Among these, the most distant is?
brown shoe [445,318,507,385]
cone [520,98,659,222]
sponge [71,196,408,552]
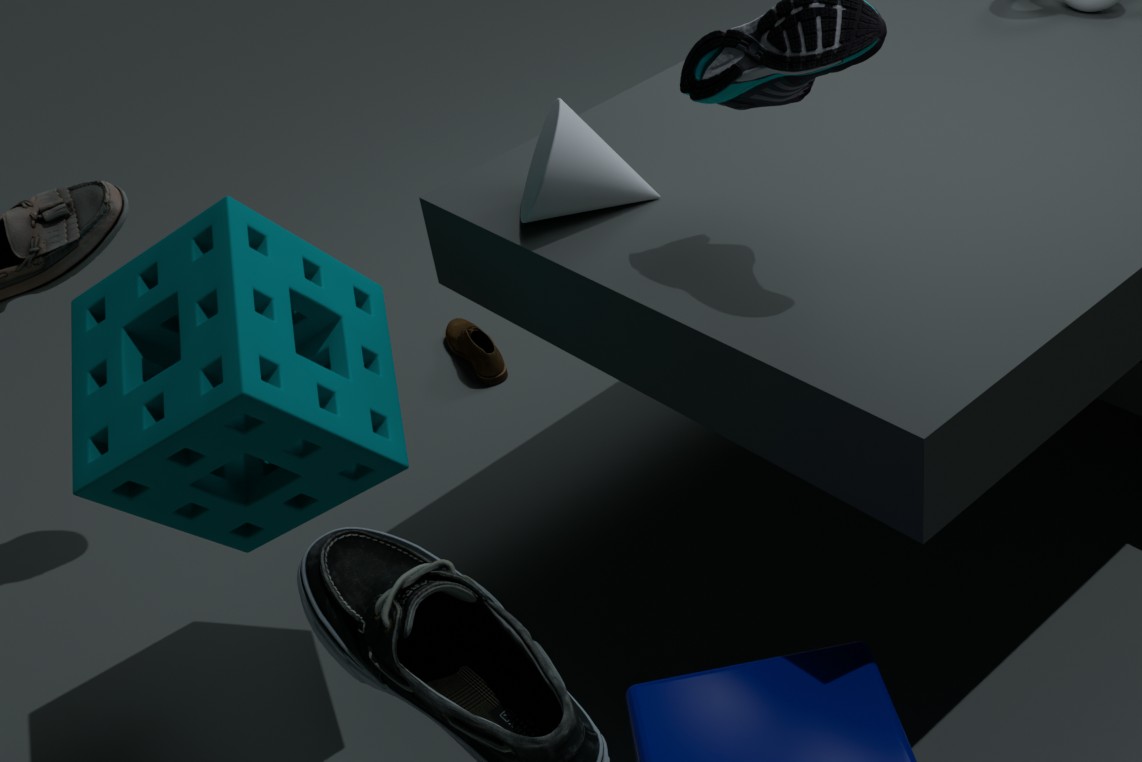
brown shoe [445,318,507,385]
